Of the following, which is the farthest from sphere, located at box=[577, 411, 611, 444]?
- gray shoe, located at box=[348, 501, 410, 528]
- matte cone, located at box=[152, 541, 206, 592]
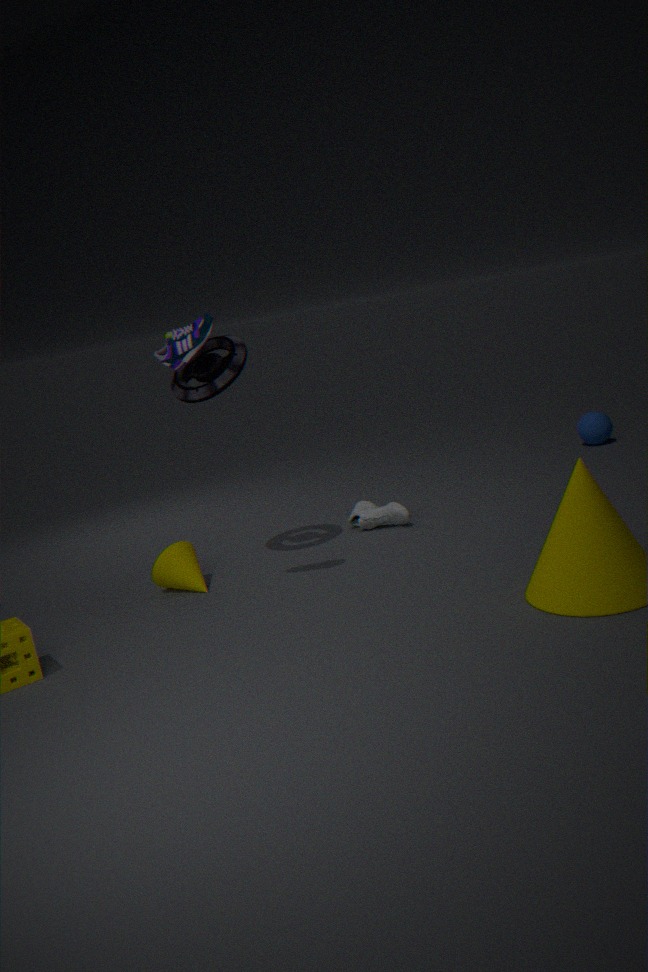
matte cone, located at box=[152, 541, 206, 592]
